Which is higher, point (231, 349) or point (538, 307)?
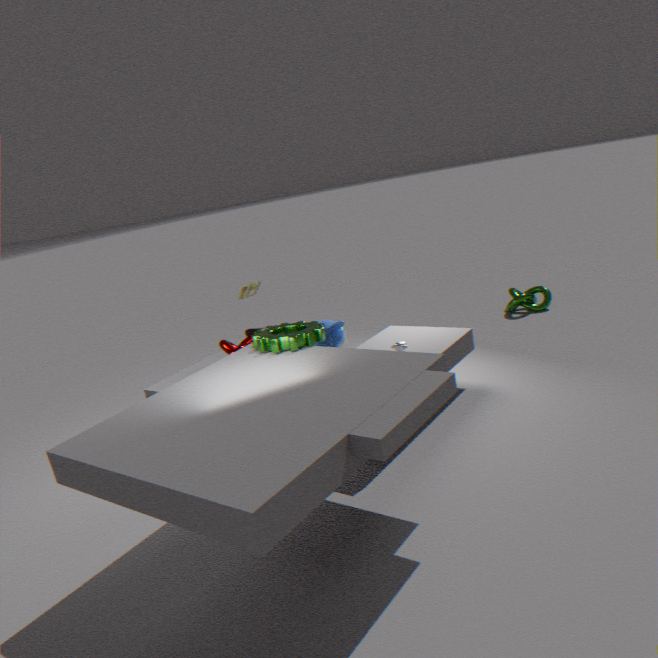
point (231, 349)
